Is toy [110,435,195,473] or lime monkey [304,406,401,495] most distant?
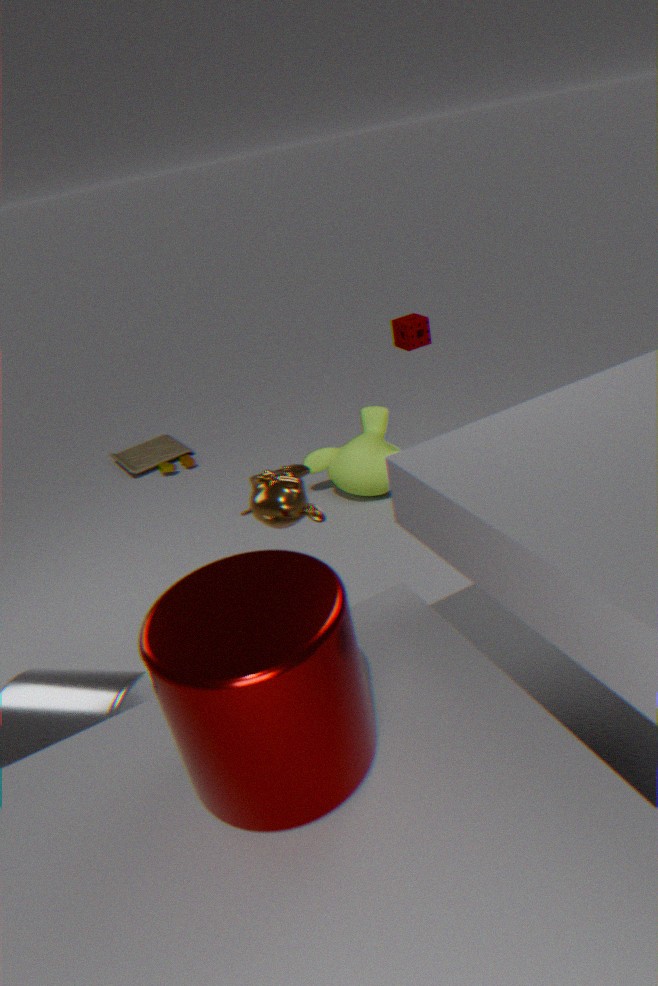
toy [110,435,195,473]
